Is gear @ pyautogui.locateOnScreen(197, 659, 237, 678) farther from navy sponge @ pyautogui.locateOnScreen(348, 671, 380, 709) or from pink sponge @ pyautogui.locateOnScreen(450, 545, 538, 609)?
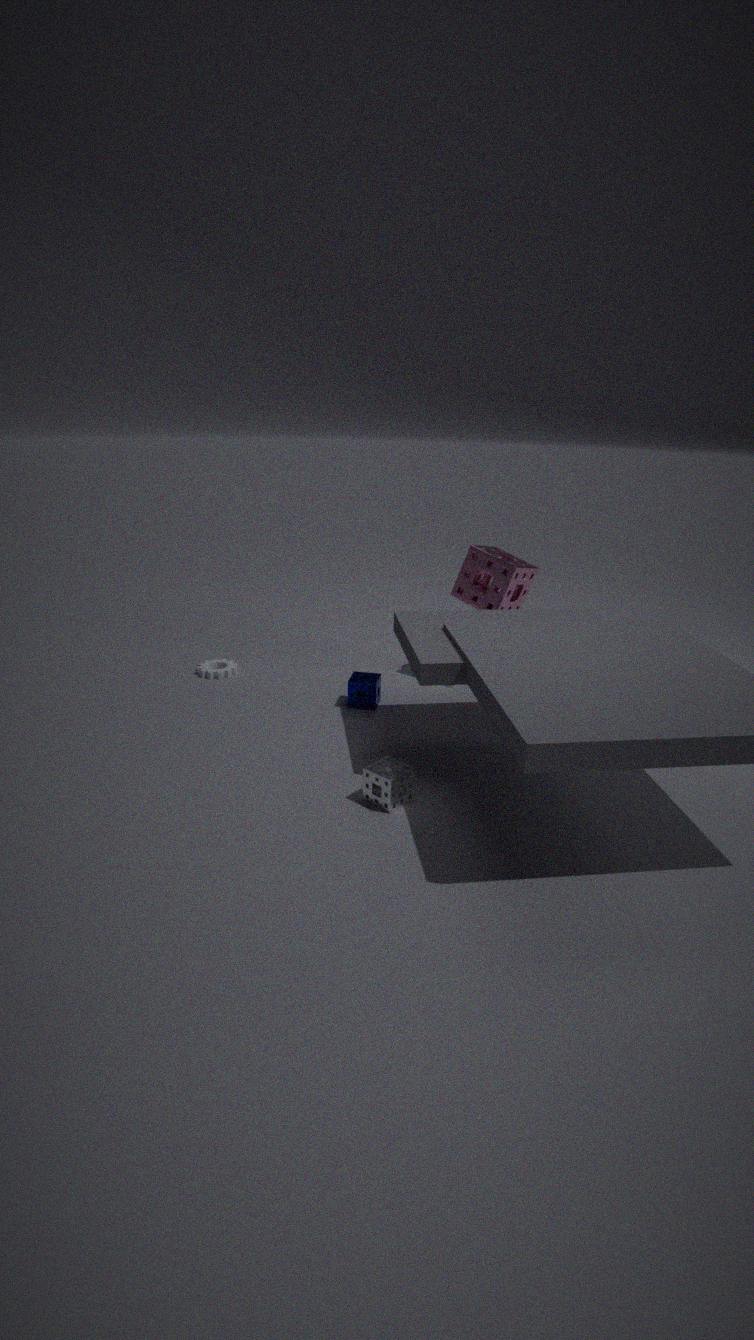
pink sponge @ pyautogui.locateOnScreen(450, 545, 538, 609)
